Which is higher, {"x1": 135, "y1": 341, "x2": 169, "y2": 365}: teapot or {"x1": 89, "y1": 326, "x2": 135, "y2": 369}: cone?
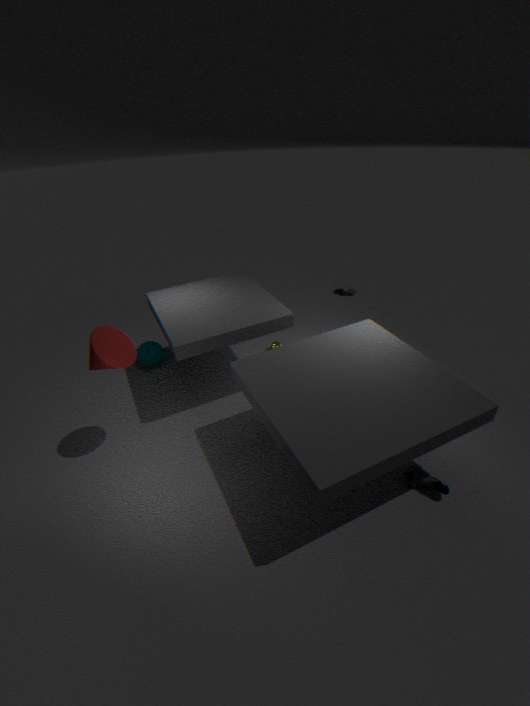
{"x1": 89, "y1": 326, "x2": 135, "y2": 369}: cone
